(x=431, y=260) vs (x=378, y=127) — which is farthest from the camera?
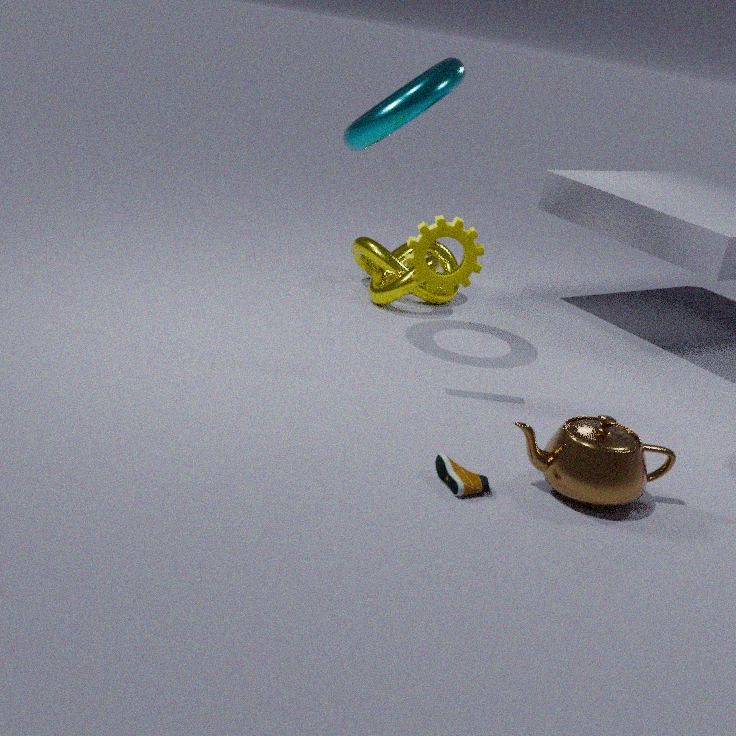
(x=431, y=260)
